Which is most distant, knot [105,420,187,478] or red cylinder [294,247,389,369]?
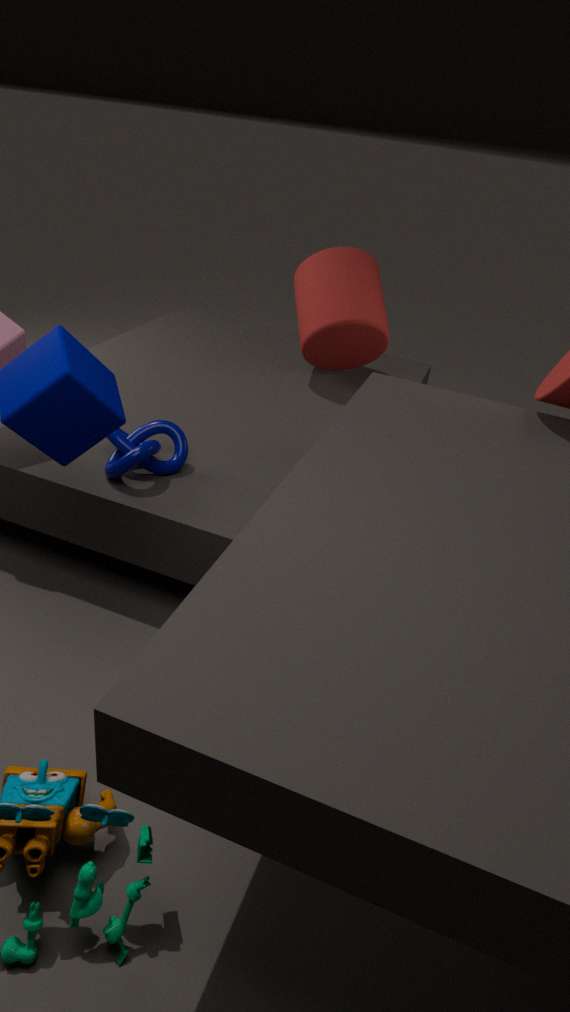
red cylinder [294,247,389,369]
